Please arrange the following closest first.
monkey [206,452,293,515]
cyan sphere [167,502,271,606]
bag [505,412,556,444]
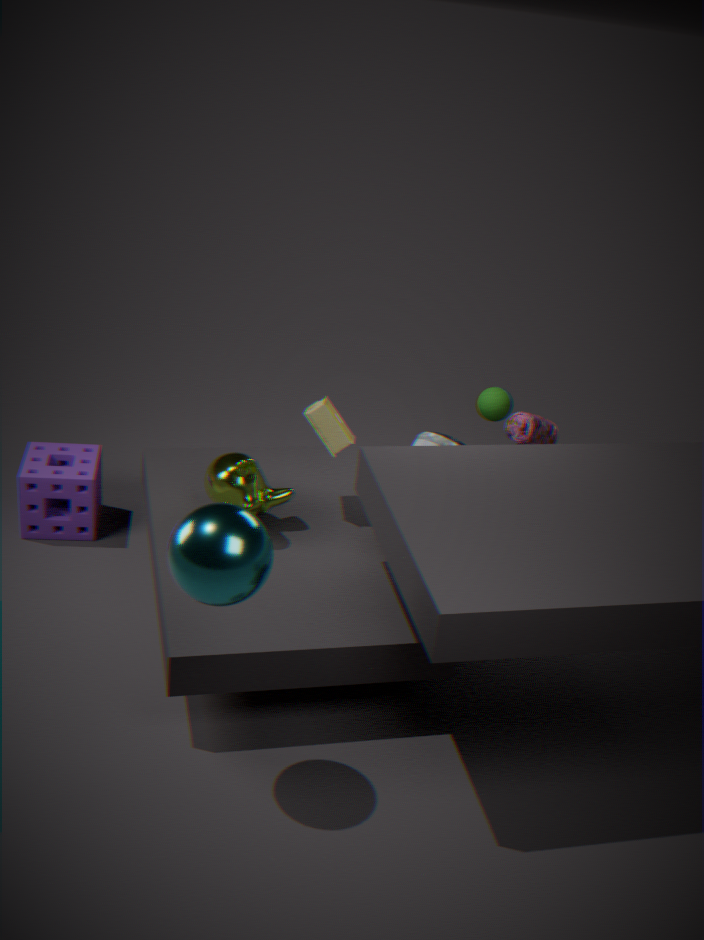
cyan sphere [167,502,271,606], monkey [206,452,293,515], bag [505,412,556,444]
